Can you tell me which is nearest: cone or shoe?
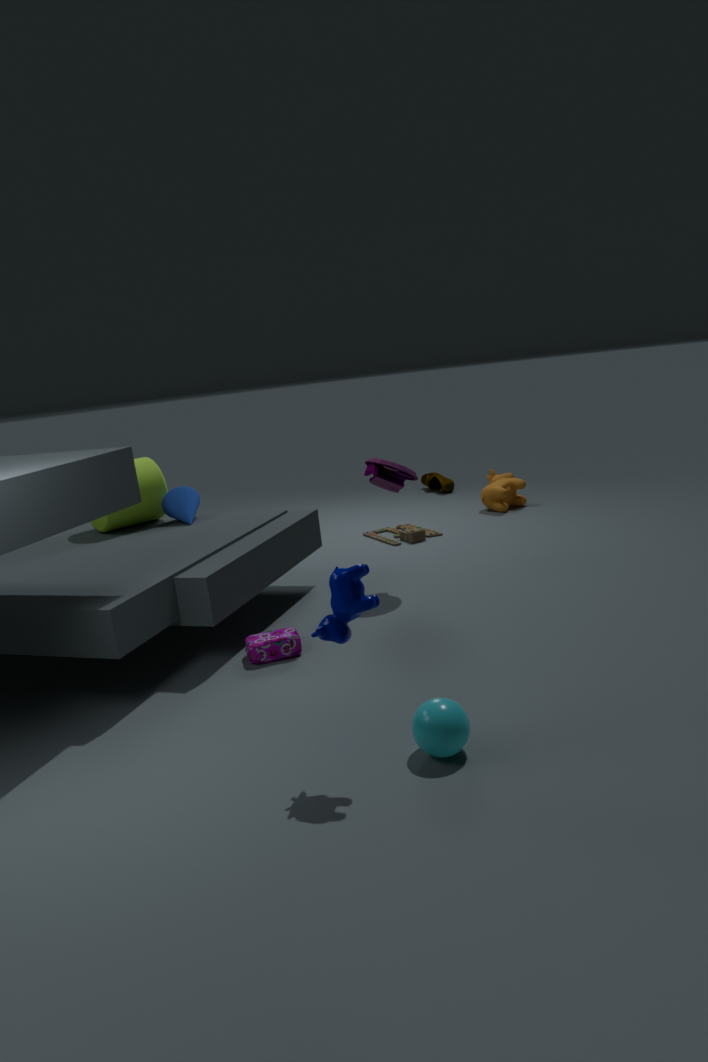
cone
